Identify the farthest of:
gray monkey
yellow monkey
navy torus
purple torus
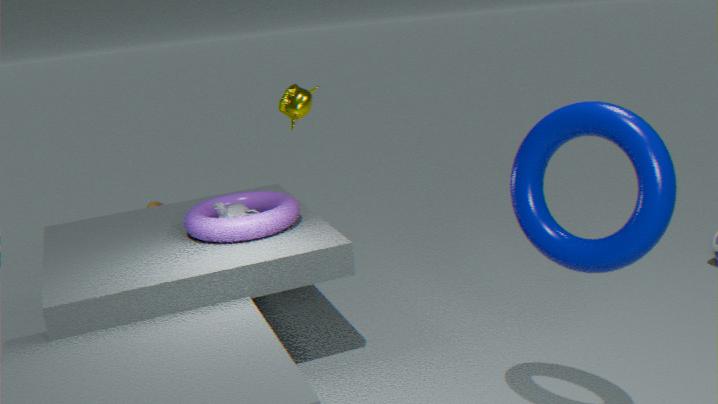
yellow monkey
